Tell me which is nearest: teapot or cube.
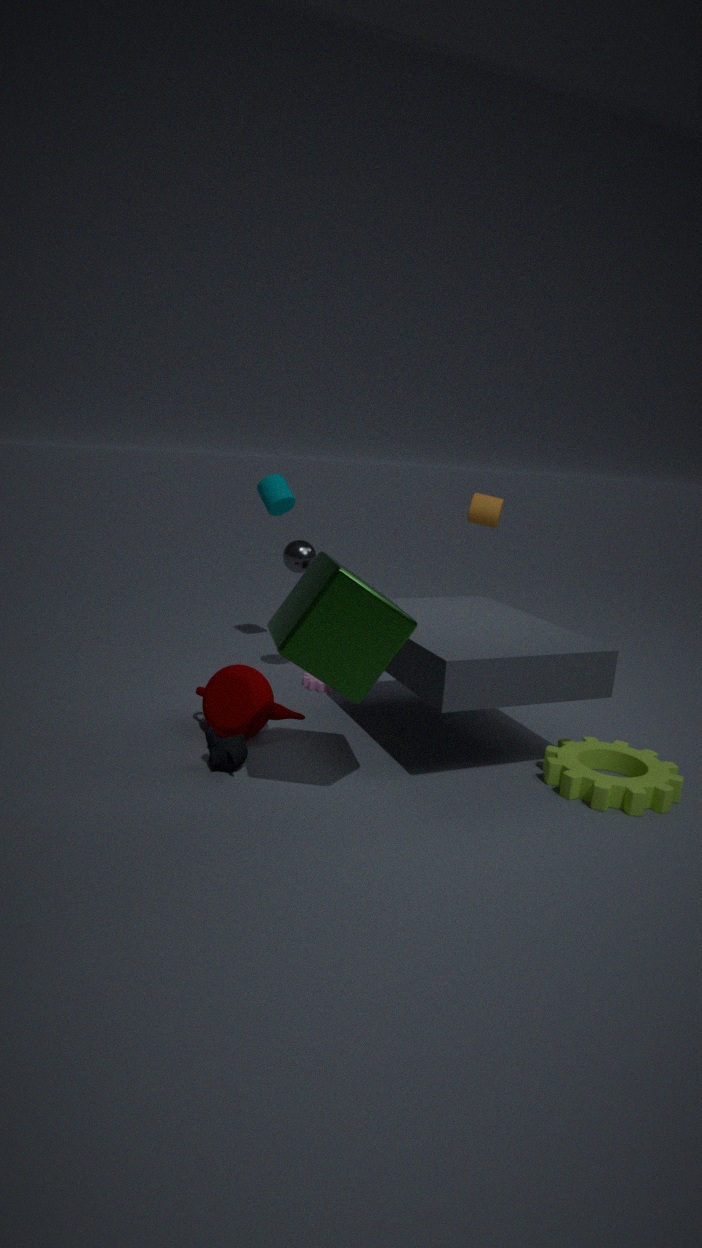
cube
